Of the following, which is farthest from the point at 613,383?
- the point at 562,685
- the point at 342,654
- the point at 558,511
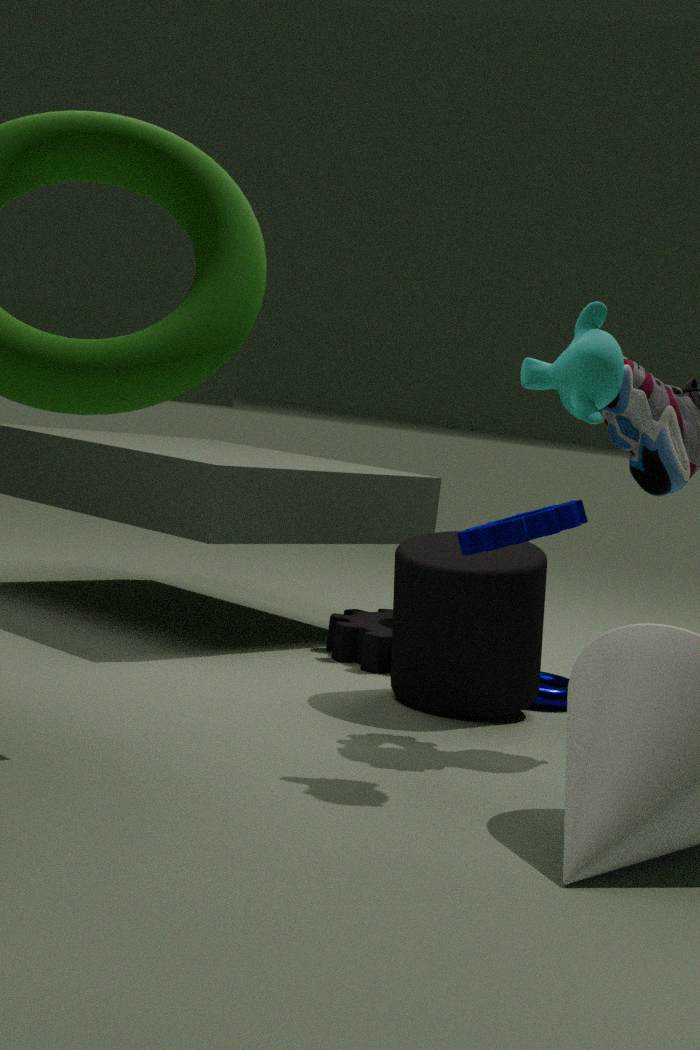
the point at 342,654
